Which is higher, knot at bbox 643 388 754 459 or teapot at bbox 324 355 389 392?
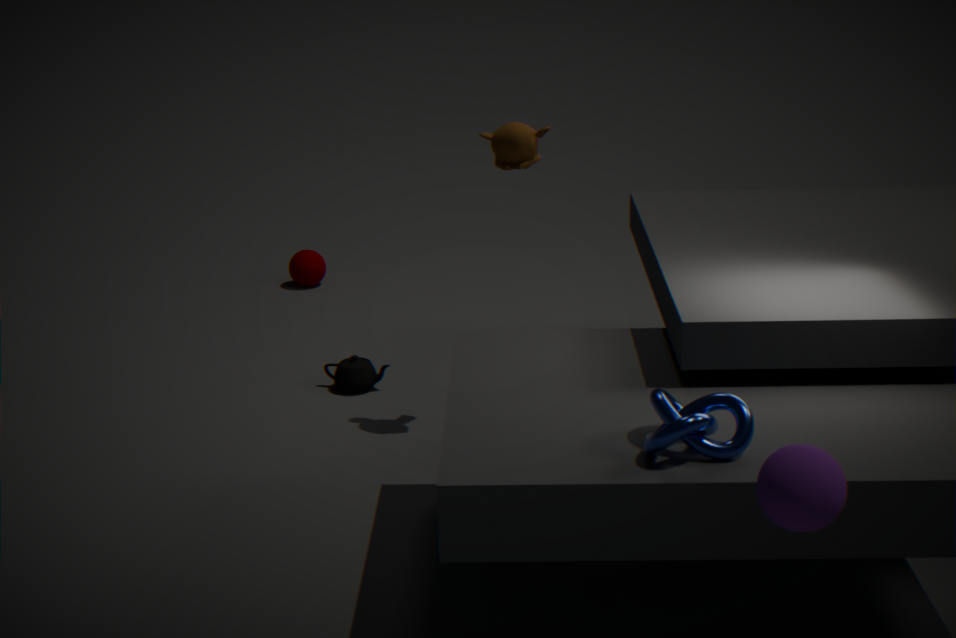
knot at bbox 643 388 754 459
